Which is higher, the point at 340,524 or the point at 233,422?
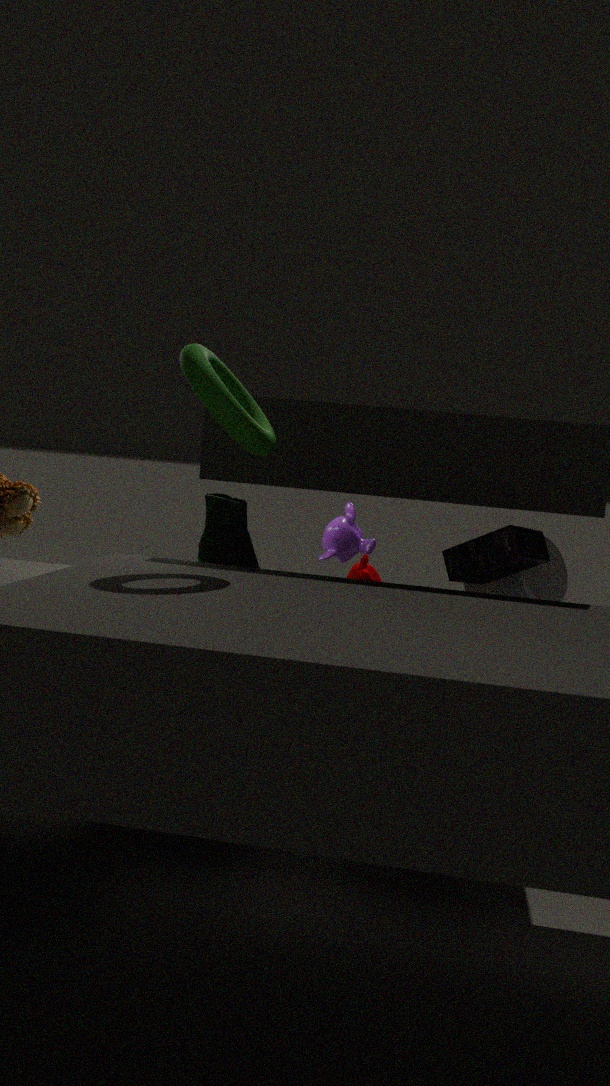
the point at 233,422
